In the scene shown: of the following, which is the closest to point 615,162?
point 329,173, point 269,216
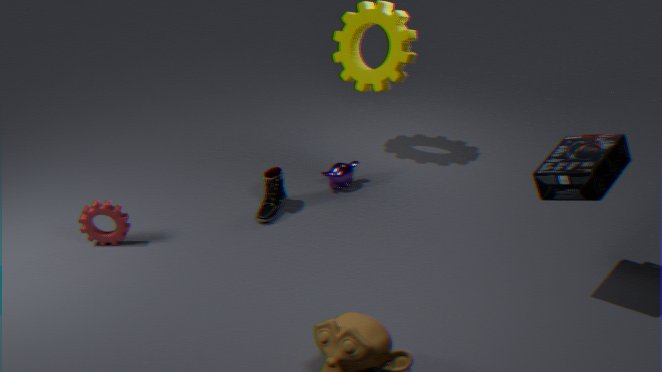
point 329,173
